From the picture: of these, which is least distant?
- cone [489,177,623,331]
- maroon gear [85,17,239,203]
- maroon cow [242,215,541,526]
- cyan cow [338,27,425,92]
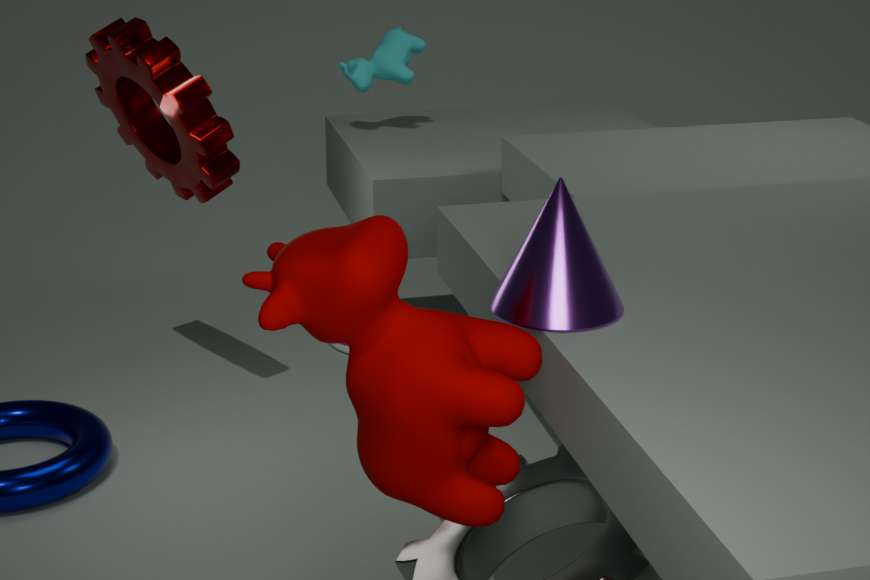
maroon cow [242,215,541,526]
